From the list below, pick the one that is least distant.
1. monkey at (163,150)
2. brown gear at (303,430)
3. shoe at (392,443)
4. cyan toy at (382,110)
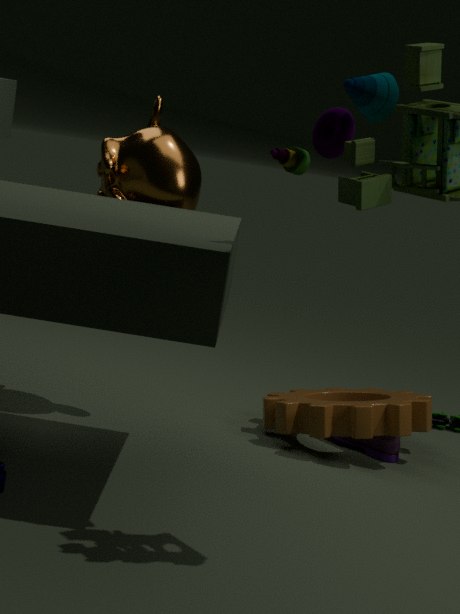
cyan toy at (382,110)
